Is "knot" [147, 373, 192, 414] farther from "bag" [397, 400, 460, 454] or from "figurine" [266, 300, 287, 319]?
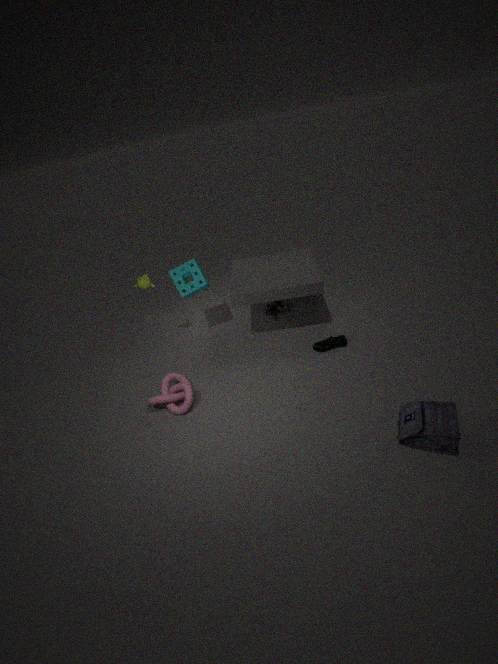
"bag" [397, 400, 460, 454]
